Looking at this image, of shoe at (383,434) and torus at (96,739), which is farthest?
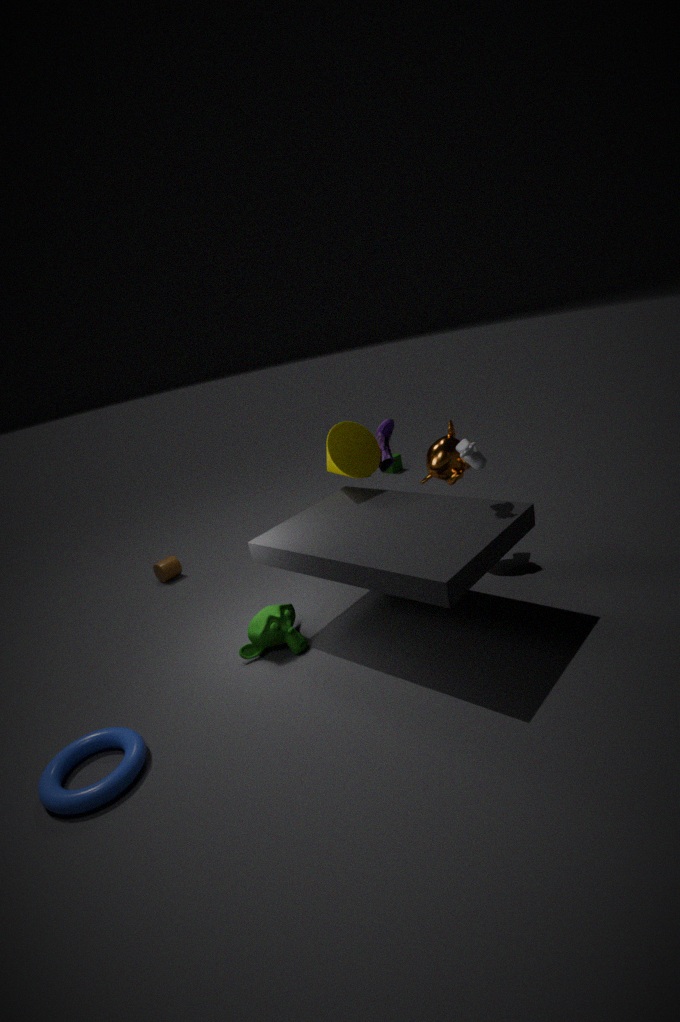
shoe at (383,434)
